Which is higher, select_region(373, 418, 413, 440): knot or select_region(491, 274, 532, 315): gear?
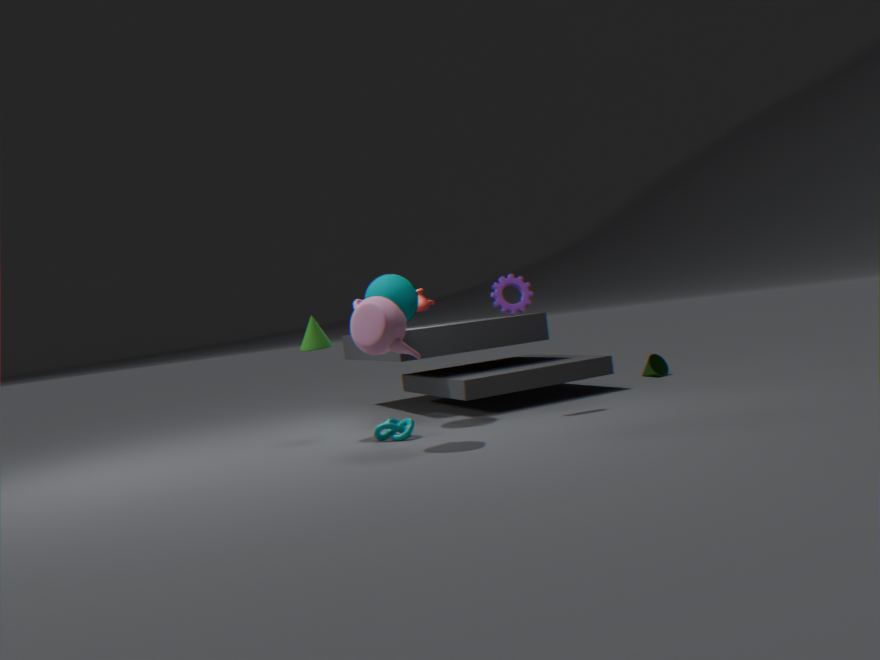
select_region(491, 274, 532, 315): gear
